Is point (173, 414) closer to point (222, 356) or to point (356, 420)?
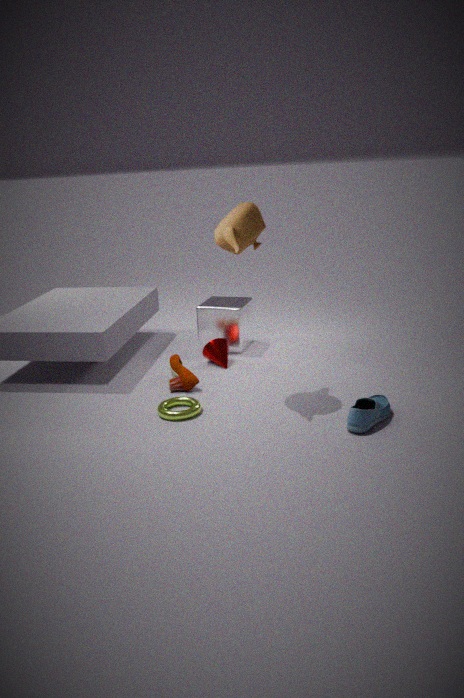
point (222, 356)
